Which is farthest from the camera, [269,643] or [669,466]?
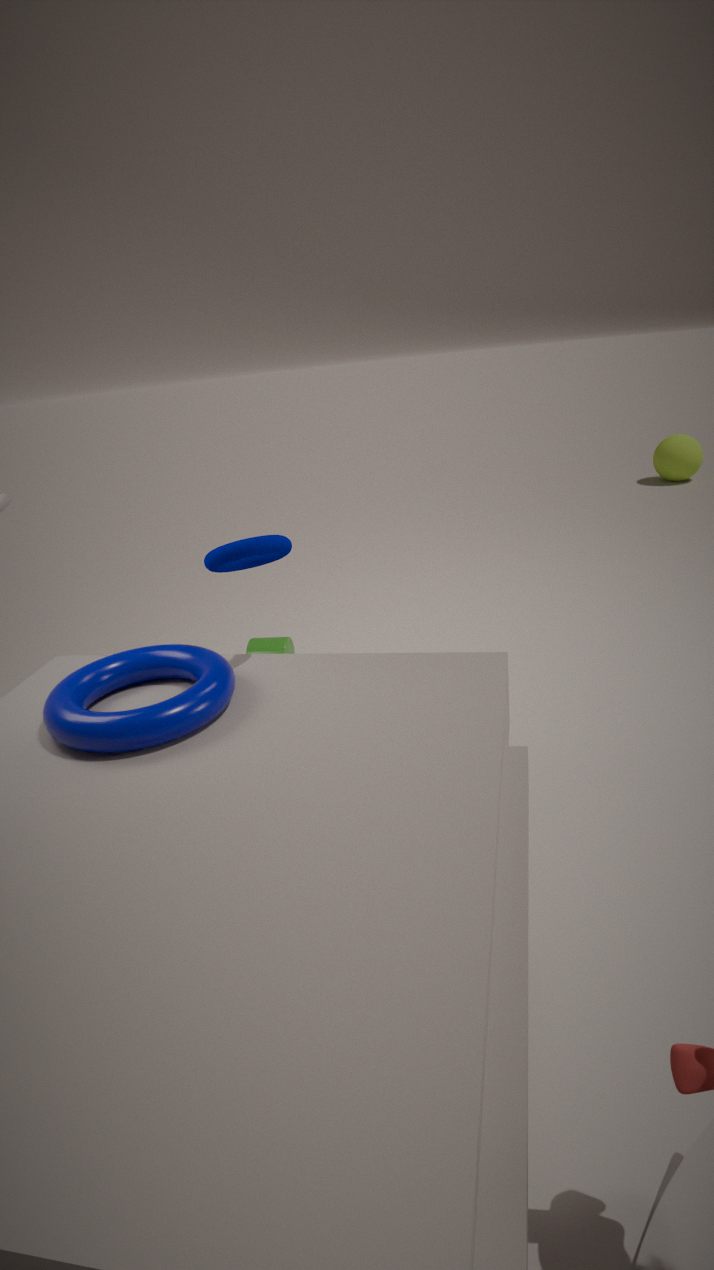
[669,466]
